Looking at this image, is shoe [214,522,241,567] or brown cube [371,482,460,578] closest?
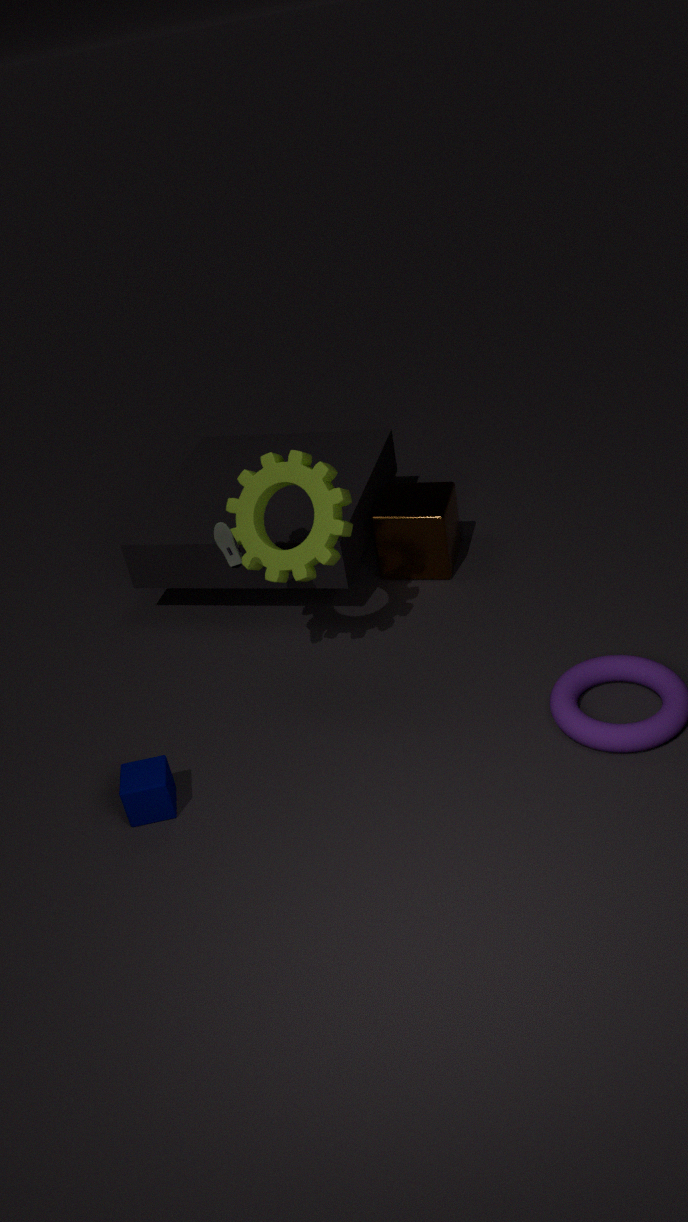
shoe [214,522,241,567]
